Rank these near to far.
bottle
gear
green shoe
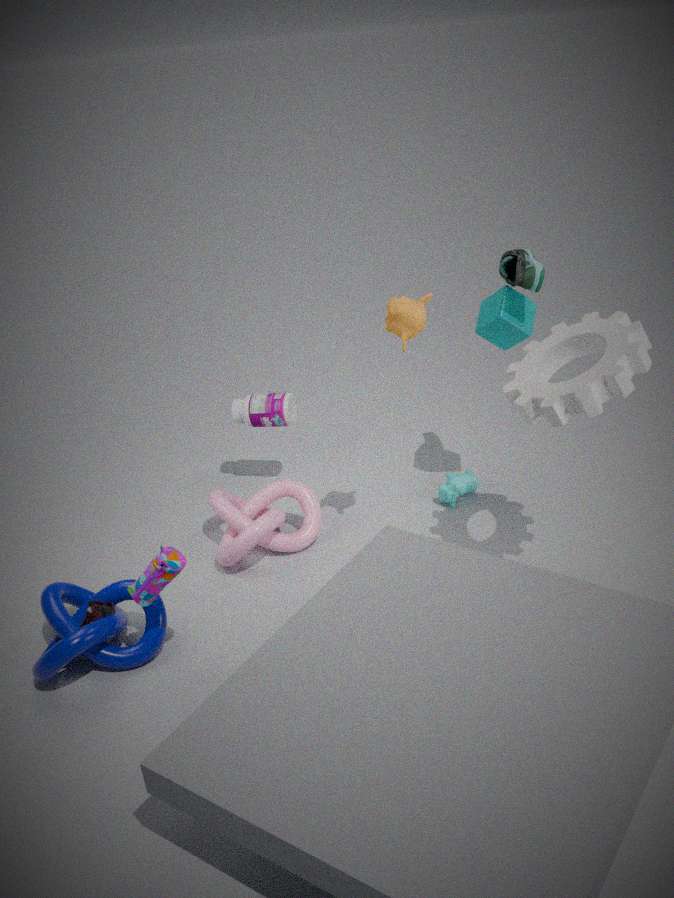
gear, green shoe, bottle
